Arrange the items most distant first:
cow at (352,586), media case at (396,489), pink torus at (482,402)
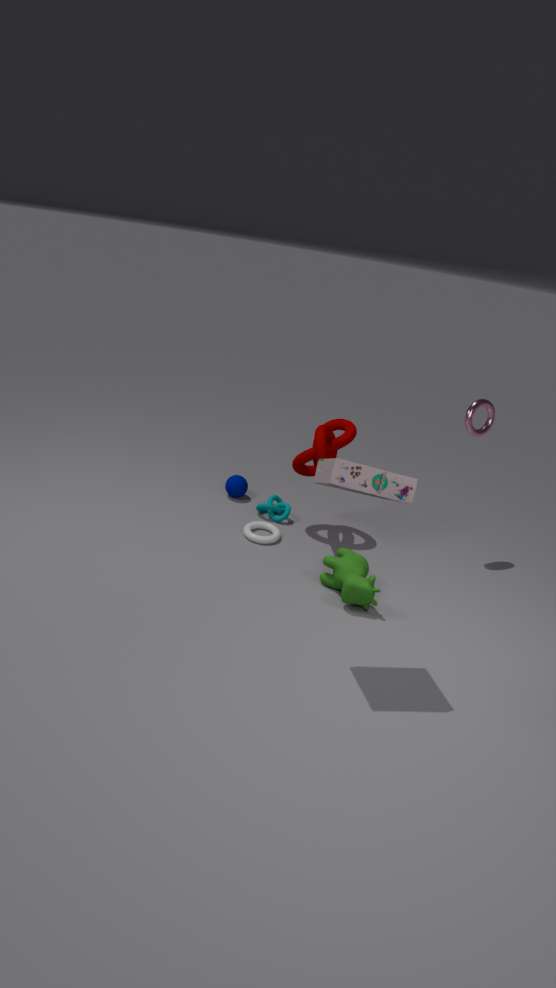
pink torus at (482,402)
cow at (352,586)
media case at (396,489)
